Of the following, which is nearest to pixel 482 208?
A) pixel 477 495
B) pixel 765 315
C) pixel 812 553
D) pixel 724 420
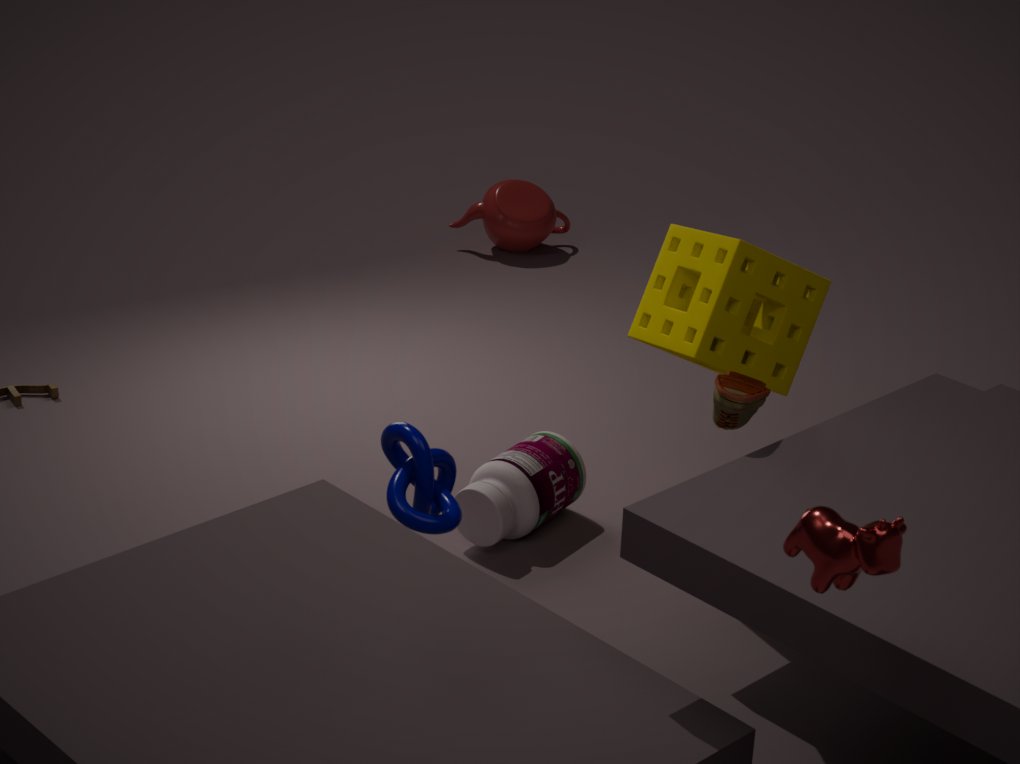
pixel 477 495
